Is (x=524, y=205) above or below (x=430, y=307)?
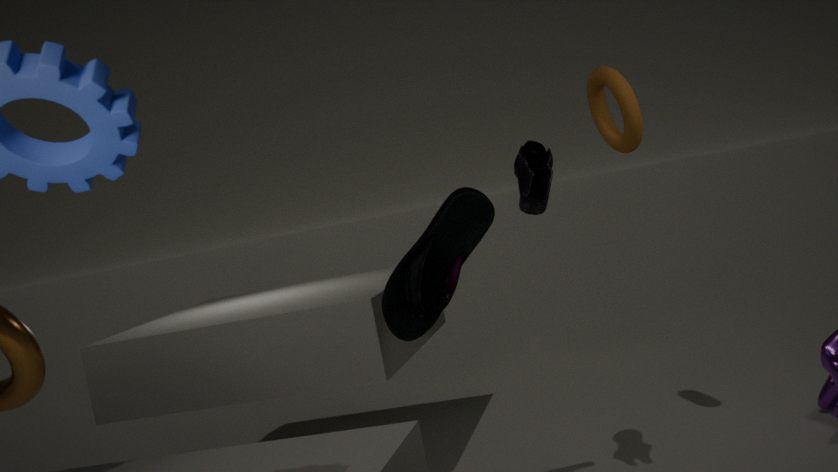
above
